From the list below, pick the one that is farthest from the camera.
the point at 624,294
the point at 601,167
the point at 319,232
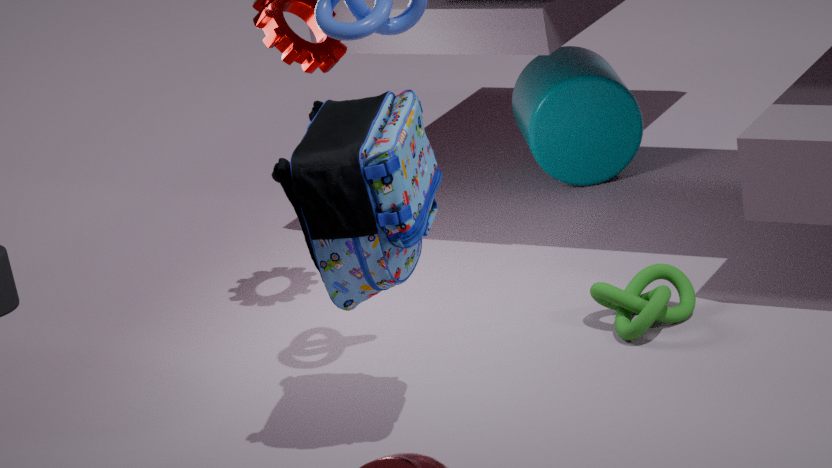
the point at 601,167
